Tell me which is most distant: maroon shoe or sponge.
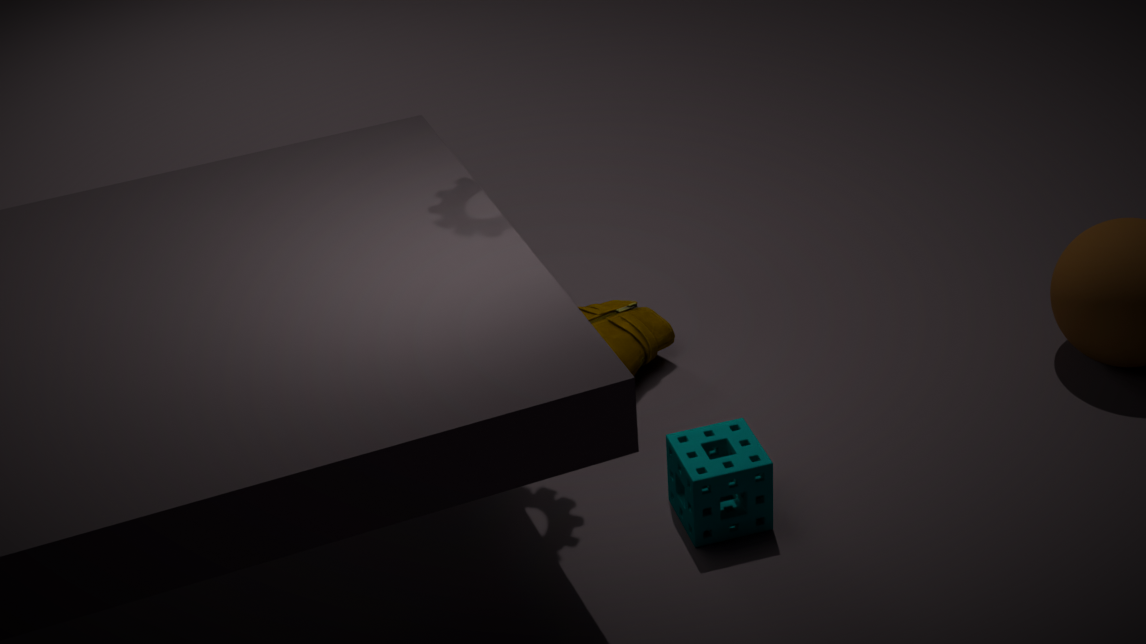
maroon shoe
